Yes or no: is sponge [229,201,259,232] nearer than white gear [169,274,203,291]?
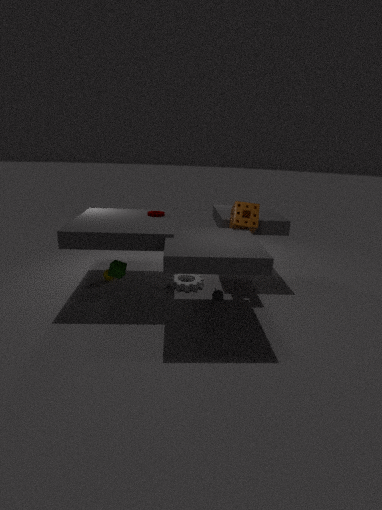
Yes
